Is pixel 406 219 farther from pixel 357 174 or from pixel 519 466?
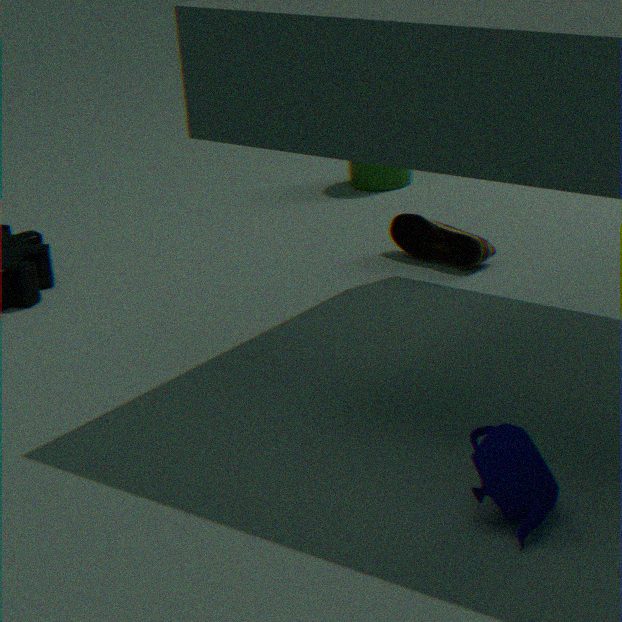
pixel 519 466
